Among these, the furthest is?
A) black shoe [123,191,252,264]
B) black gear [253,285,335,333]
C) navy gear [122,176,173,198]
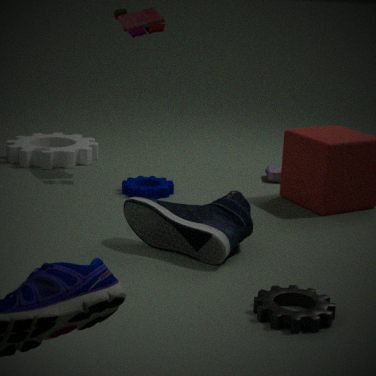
navy gear [122,176,173,198]
